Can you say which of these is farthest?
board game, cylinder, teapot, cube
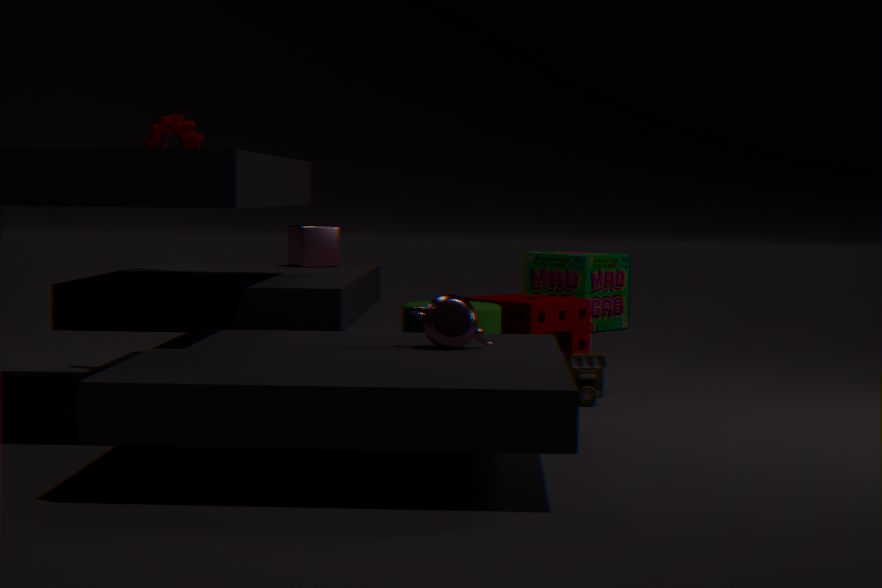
board game
